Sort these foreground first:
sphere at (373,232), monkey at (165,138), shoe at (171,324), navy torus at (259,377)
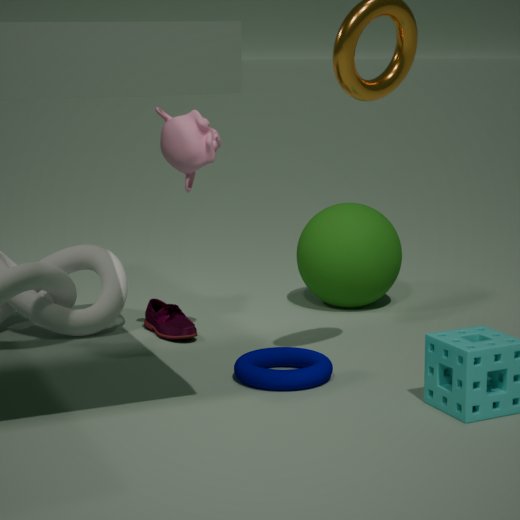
1. navy torus at (259,377)
2. monkey at (165,138)
3. shoe at (171,324)
4. sphere at (373,232)
